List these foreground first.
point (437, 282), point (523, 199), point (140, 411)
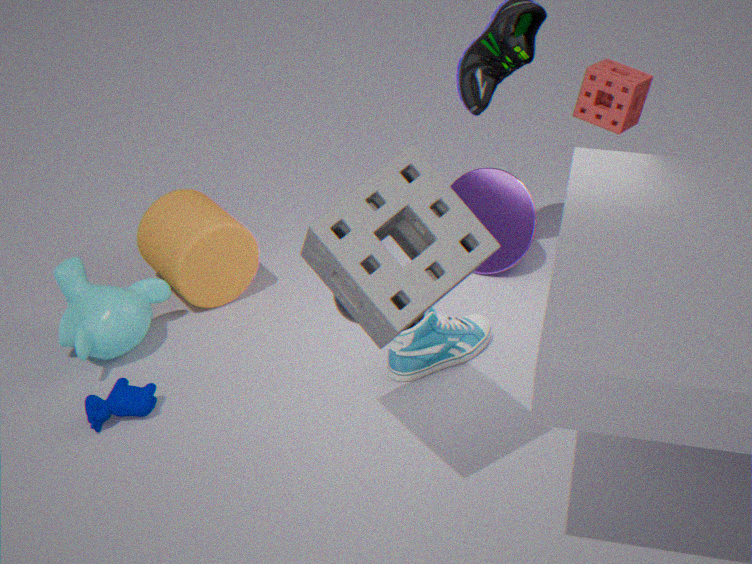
point (437, 282), point (140, 411), point (523, 199)
